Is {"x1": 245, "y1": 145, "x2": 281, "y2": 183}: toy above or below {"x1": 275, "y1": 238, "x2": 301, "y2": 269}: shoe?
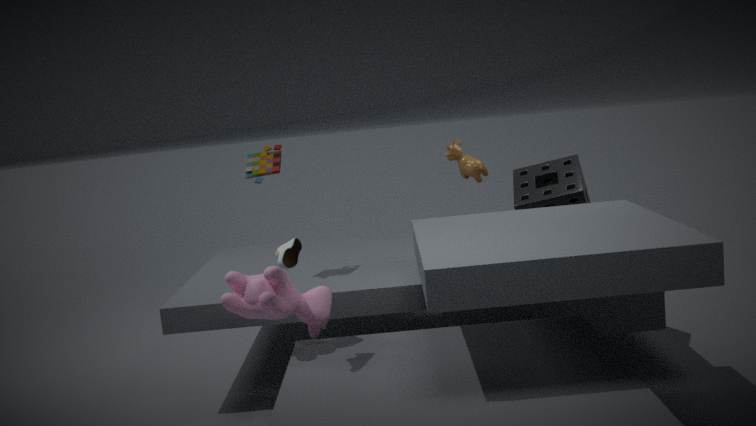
above
